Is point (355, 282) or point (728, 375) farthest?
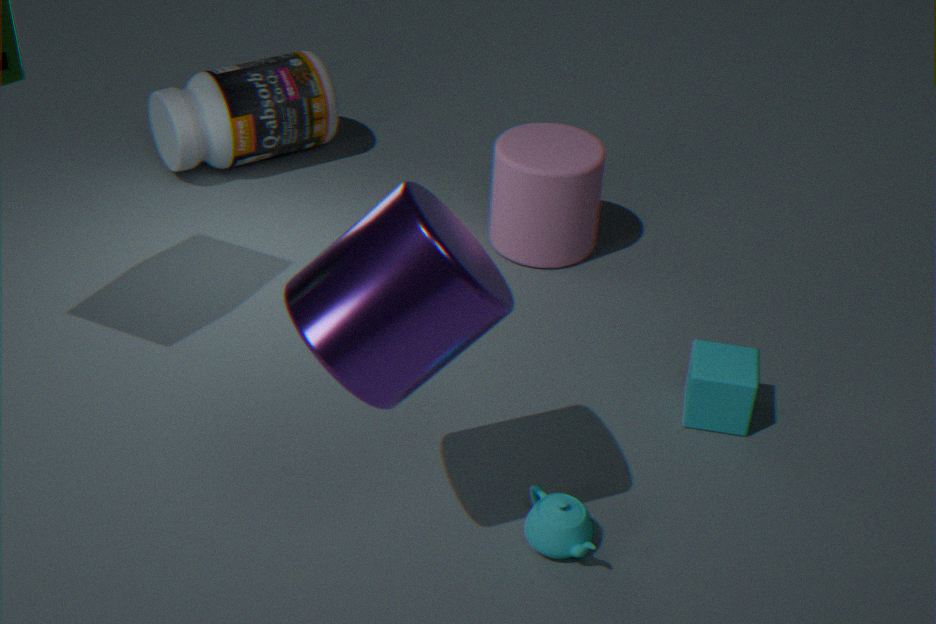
point (728, 375)
